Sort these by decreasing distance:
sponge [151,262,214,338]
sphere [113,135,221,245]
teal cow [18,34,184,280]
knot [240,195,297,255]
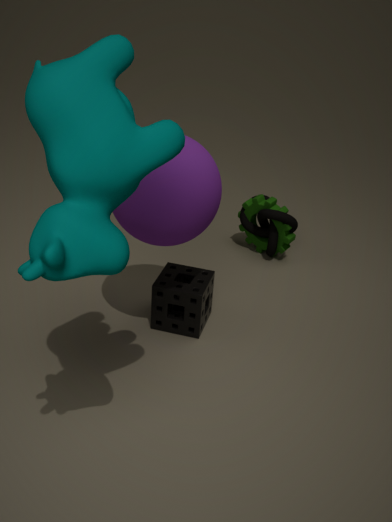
1. knot [240,195,297,255]
2. sponge [151,262,214,338]
3. sphere [113,135,221,245]
4. teal cow [18,34,184,280]
